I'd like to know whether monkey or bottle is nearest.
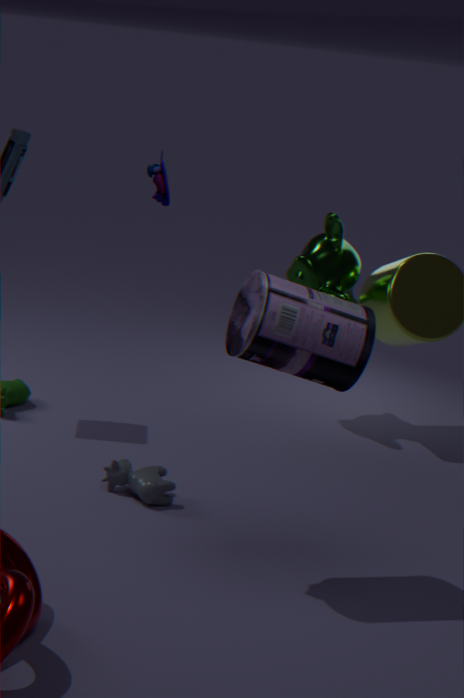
bottle
